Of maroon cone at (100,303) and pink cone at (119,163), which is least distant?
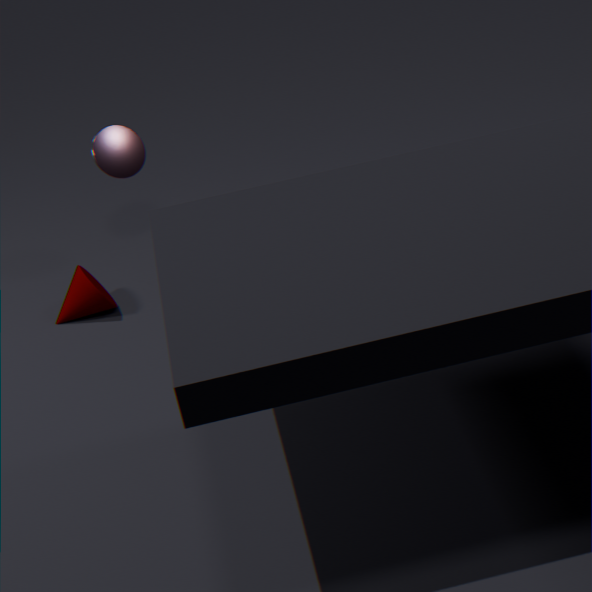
maroon cone at (100,303)
